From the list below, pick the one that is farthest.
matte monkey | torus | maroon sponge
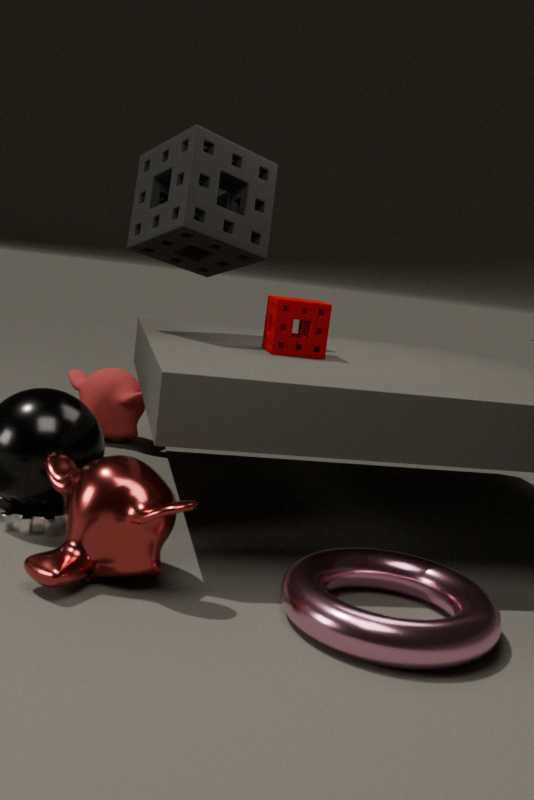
matte monkey
